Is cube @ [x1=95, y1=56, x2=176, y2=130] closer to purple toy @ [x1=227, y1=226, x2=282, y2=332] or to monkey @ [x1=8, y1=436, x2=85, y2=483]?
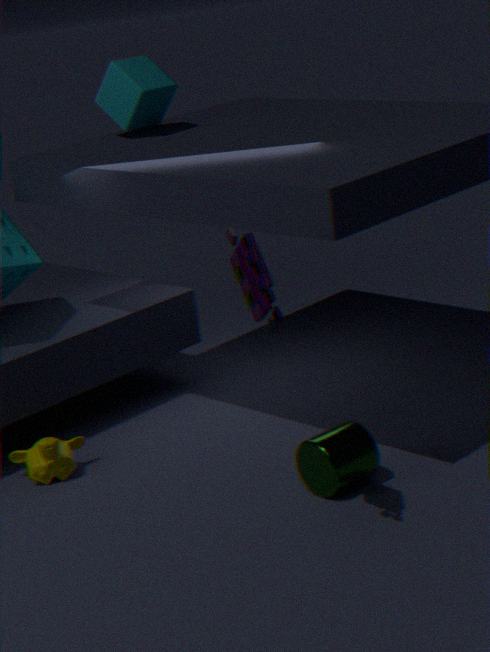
monkey @ [x1=8, y1=436, x2=85, y2=483]
